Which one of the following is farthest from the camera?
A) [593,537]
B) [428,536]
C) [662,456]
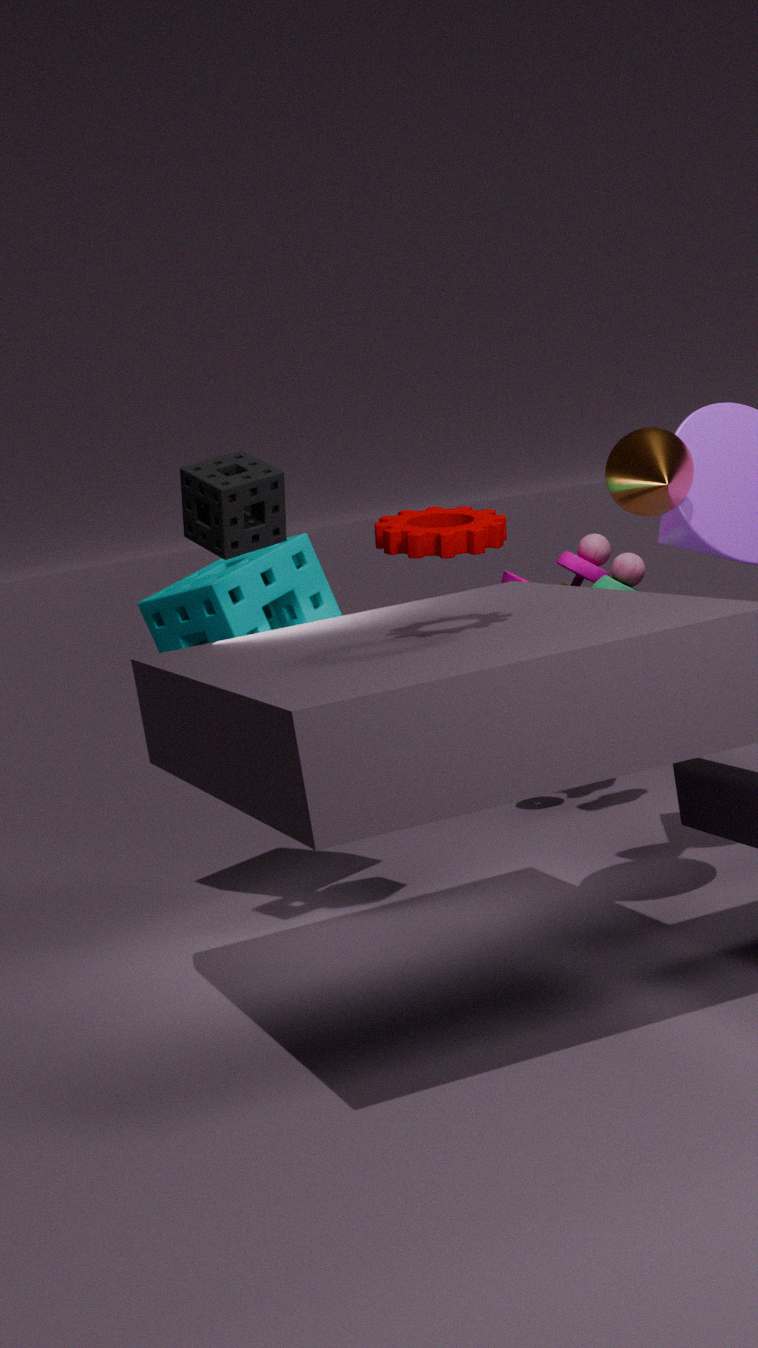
A: [593,537]
